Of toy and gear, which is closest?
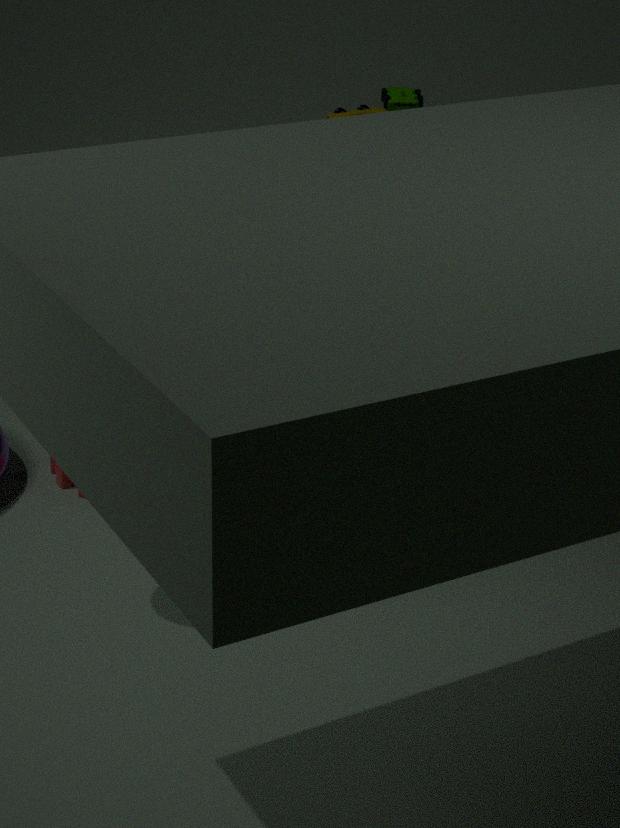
gear
